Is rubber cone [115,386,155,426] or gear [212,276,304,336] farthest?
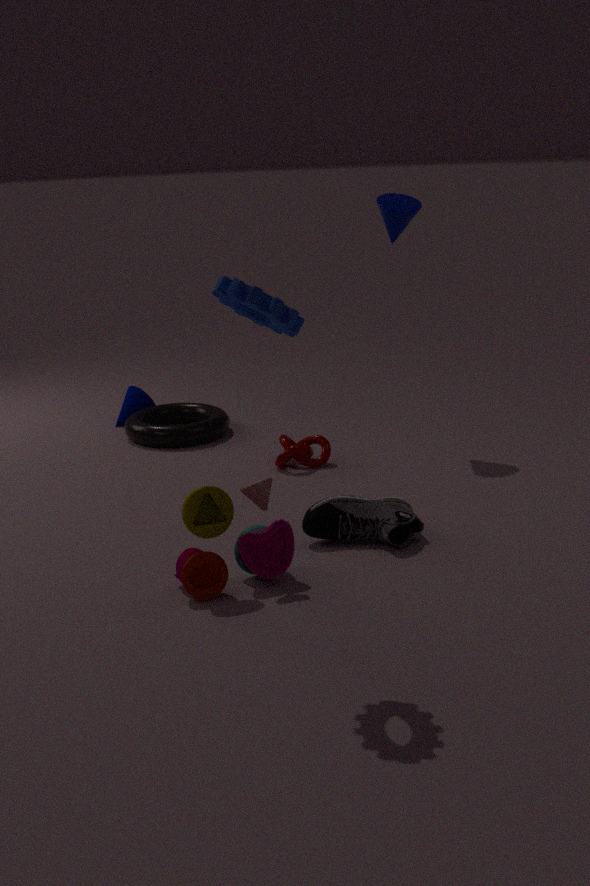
rubber cone [115,386,155,426]
